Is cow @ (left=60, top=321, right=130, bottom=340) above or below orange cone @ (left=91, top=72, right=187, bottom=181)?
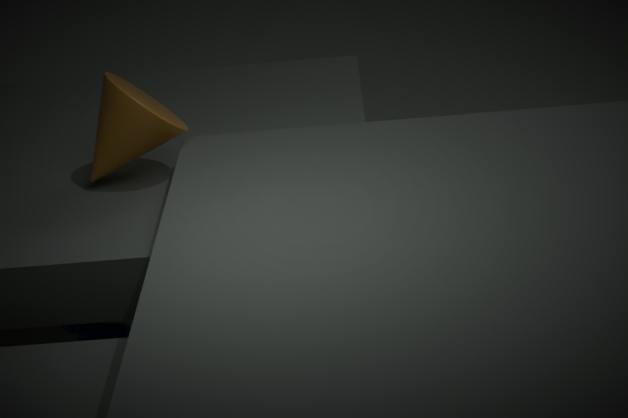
below
